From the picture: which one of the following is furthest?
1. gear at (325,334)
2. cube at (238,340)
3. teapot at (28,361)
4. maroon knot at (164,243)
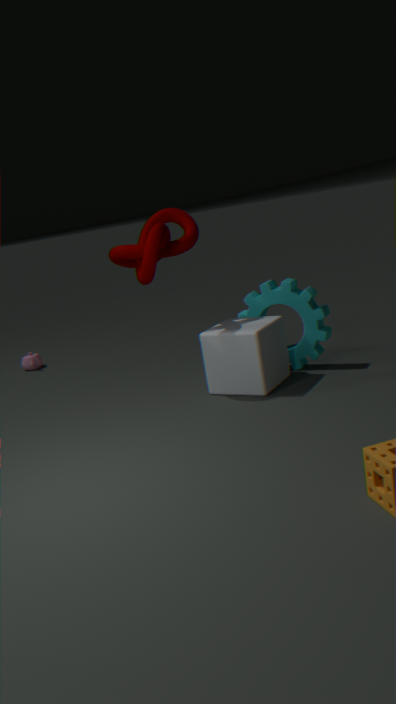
teapot at (28,361)
